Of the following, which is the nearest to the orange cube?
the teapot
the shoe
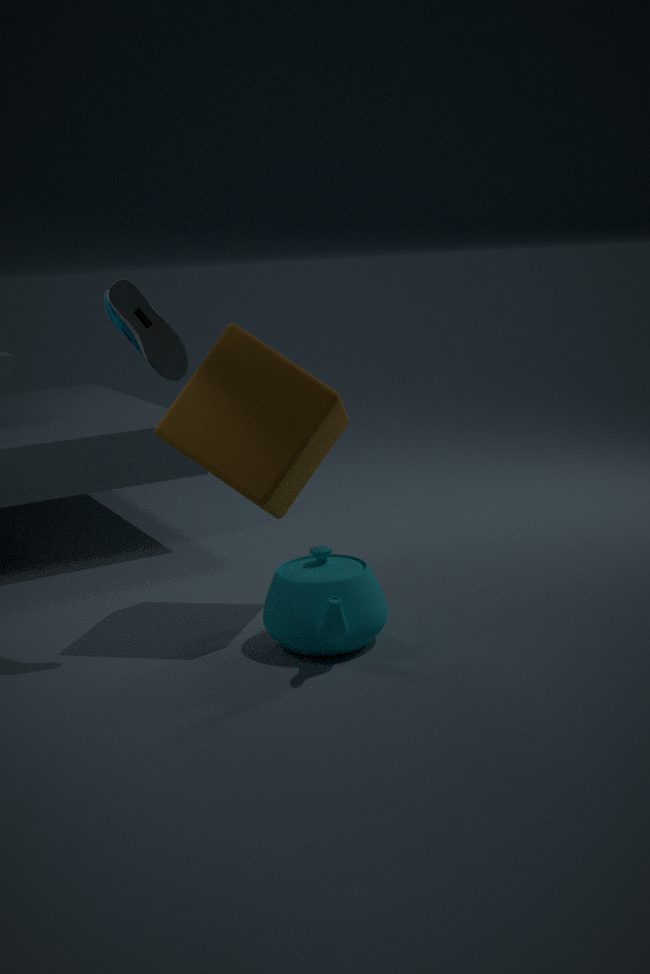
the shoe
